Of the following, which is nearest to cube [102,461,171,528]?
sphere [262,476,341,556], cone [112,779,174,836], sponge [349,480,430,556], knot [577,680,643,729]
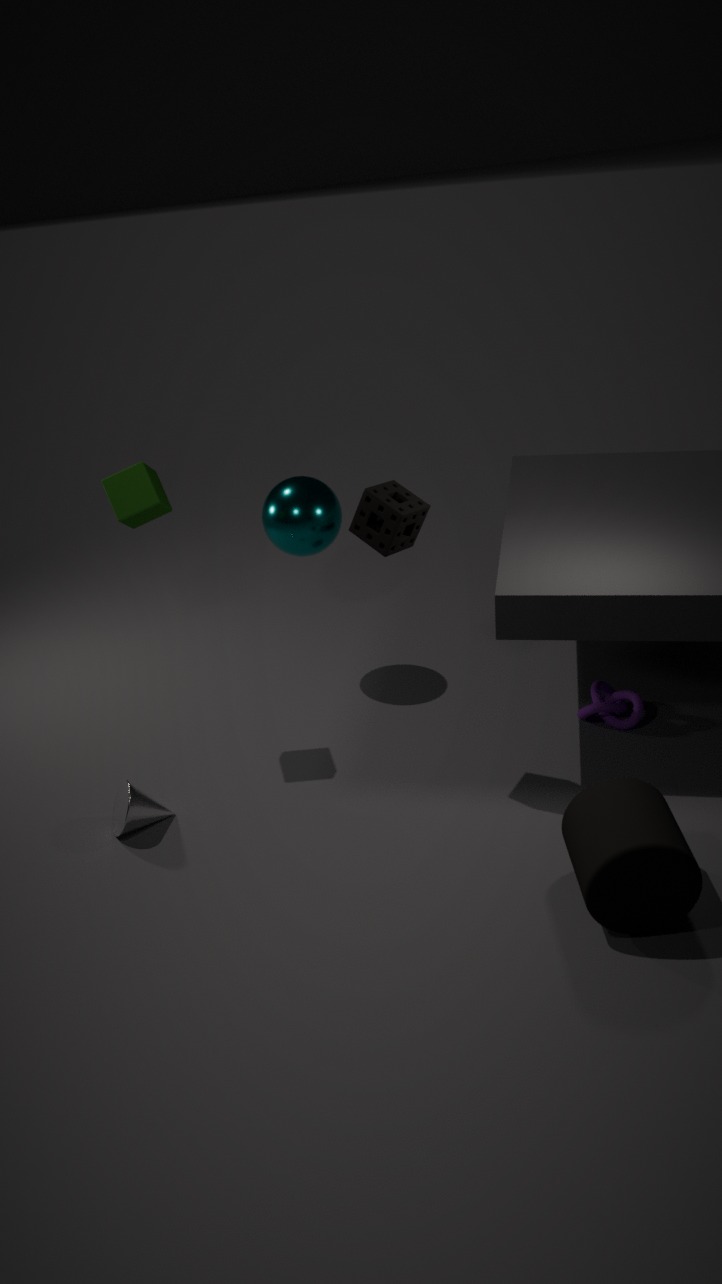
sphere [262,476,341,556]
